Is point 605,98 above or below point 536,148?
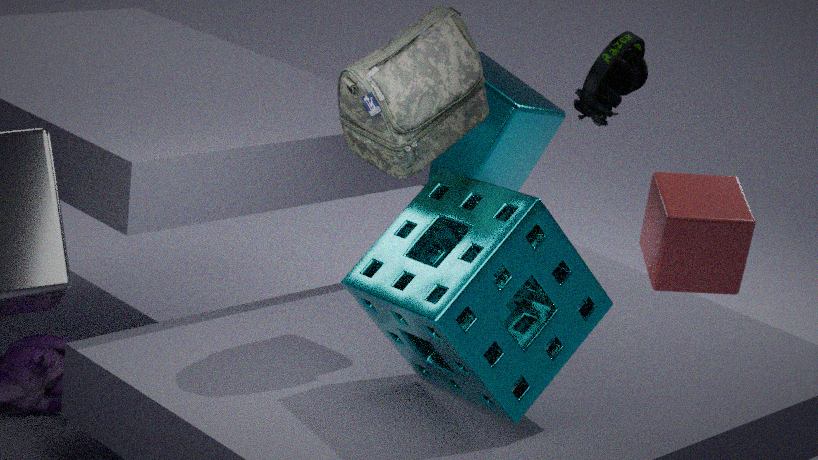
above
